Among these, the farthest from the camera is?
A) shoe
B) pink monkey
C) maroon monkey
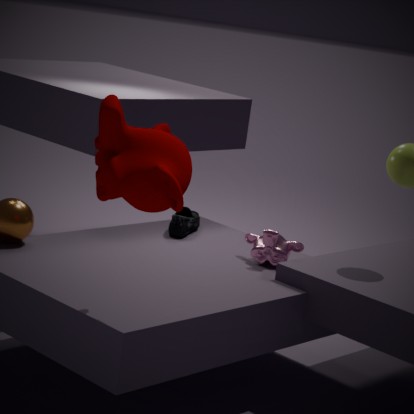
shoe
